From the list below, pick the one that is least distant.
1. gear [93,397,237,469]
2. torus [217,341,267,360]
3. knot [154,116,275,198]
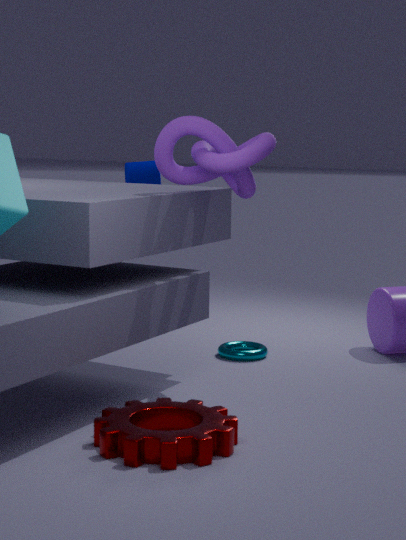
gear [93,397,237,469]
